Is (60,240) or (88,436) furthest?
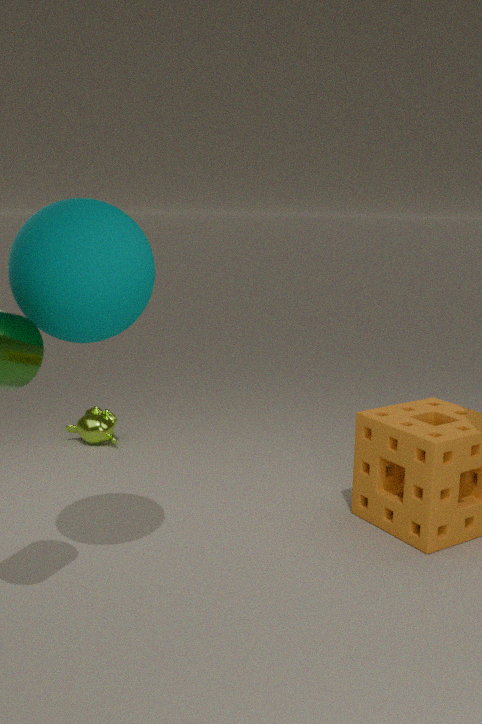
(88,436)
